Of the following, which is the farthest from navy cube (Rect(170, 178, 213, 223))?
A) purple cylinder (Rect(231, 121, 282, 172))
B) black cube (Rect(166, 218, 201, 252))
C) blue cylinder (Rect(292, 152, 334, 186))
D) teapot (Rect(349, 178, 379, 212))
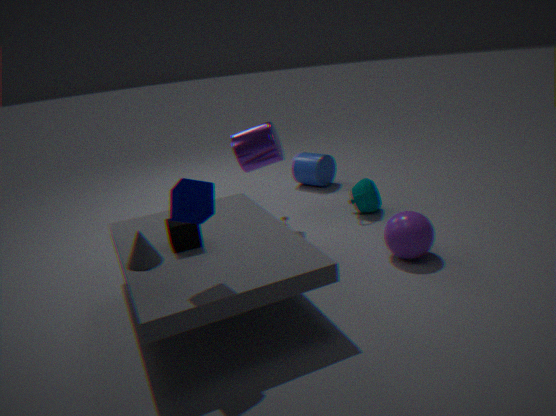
blue cylinder (Rect(292, 152, 334, 186))
